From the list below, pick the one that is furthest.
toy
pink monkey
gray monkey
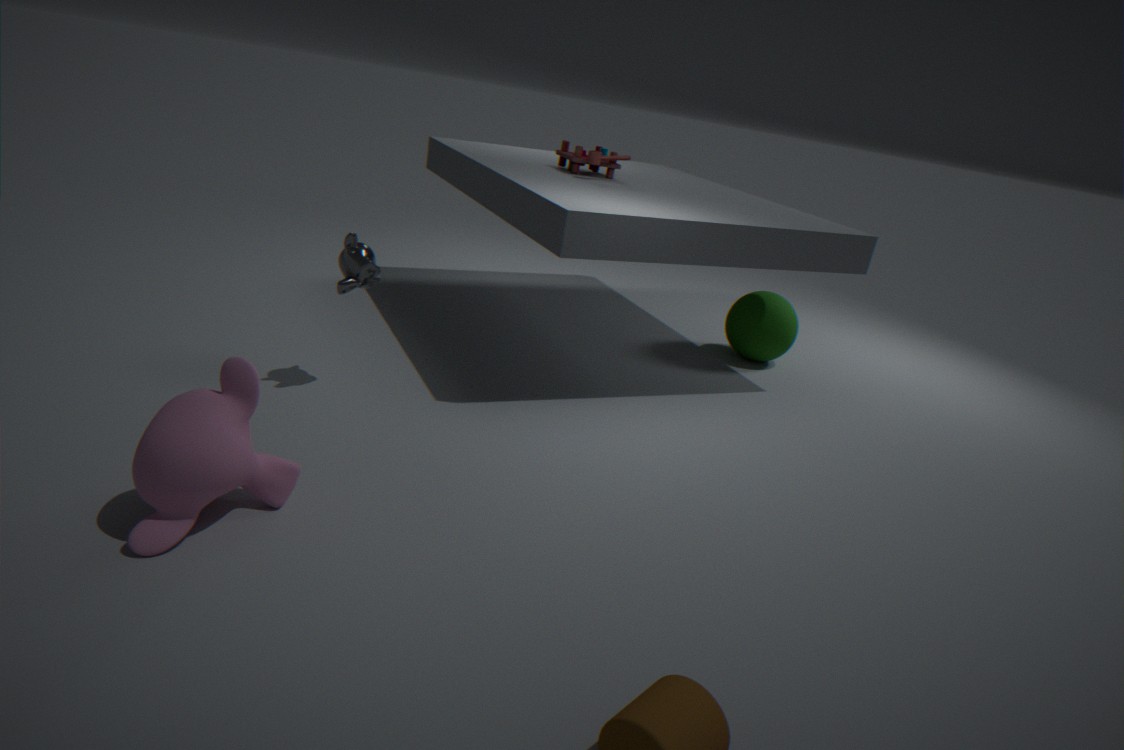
toy
